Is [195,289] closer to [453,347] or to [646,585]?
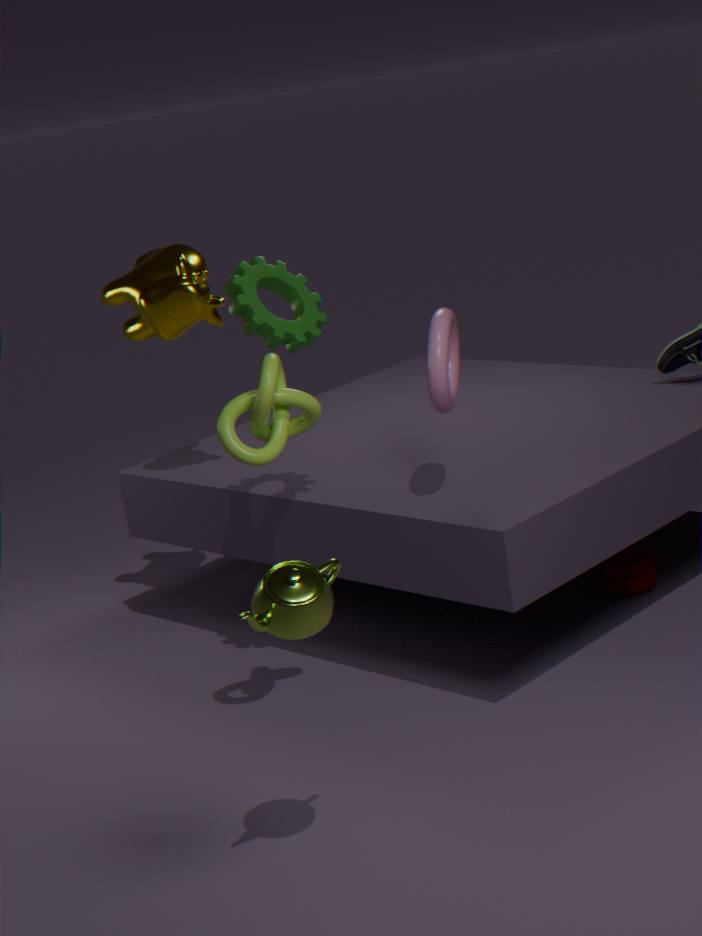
[453,347]
